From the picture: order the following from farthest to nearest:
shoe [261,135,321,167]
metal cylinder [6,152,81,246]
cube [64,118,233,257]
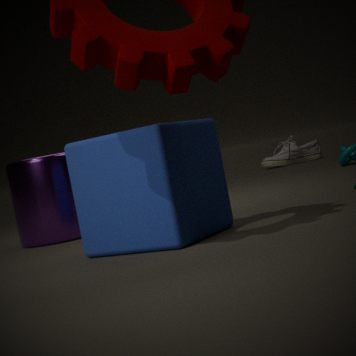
1. shoe [261,135,321,167]
2. metal cylinder [6,152,81,246]
3. cube [64,118,233,257]
